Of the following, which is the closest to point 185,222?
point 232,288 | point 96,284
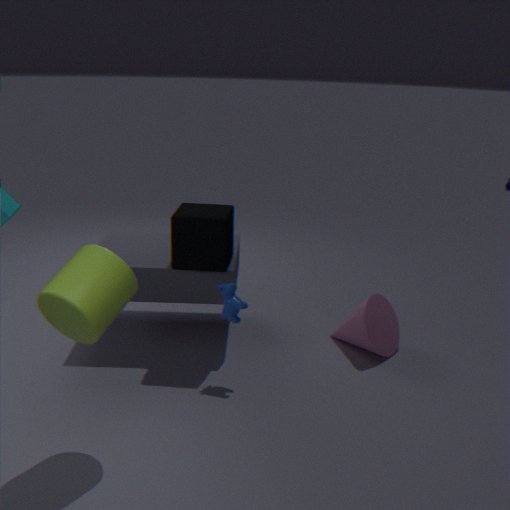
point 232,288
